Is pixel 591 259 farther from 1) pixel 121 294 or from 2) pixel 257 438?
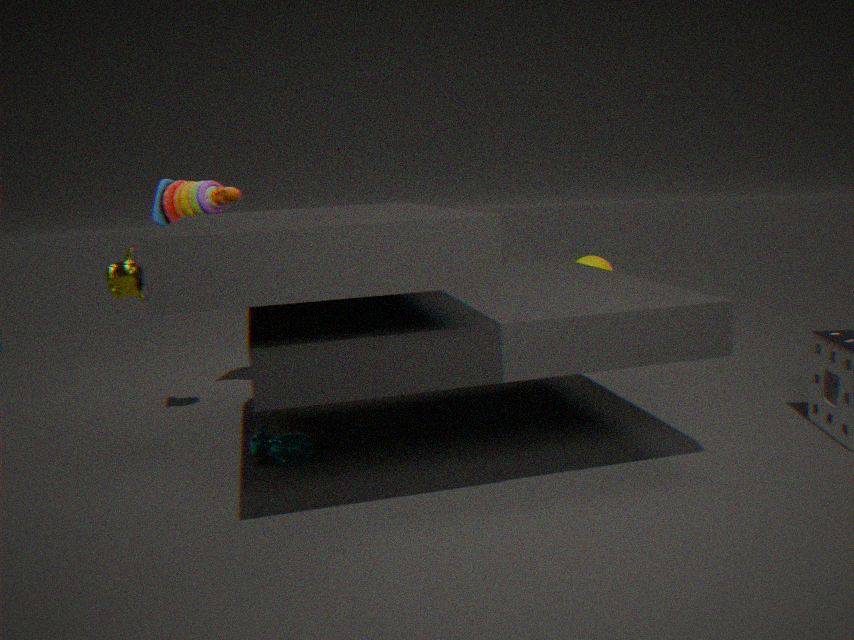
1) pixel 121 294
